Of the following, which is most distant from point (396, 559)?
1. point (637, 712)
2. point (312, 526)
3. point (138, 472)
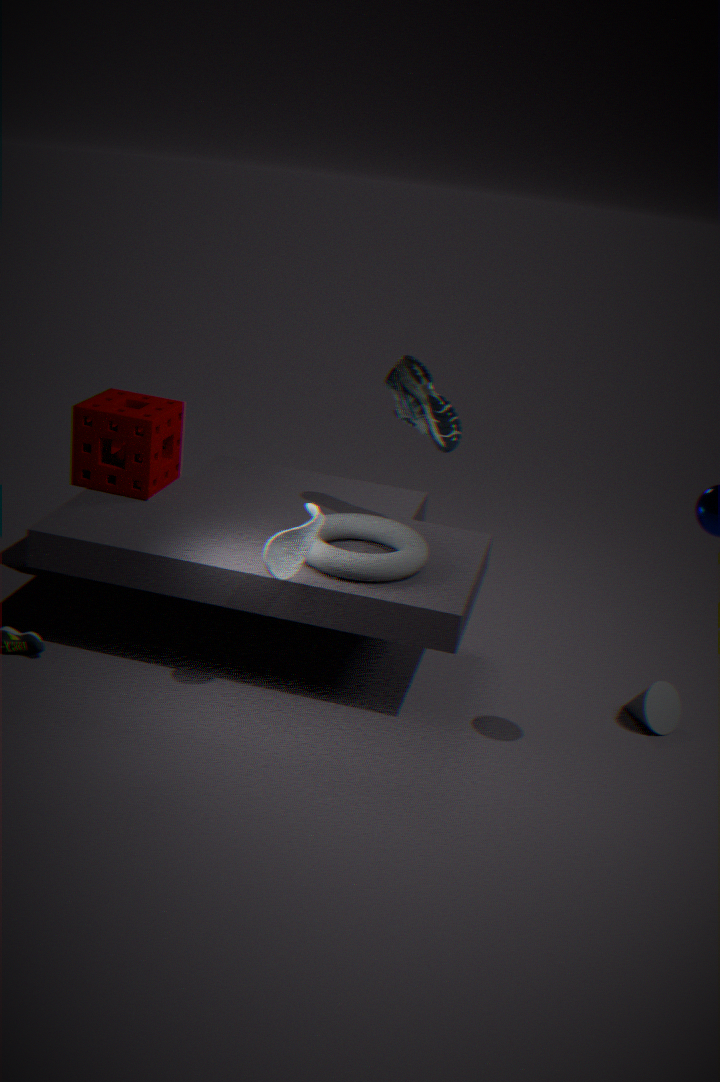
point (637, 712)
